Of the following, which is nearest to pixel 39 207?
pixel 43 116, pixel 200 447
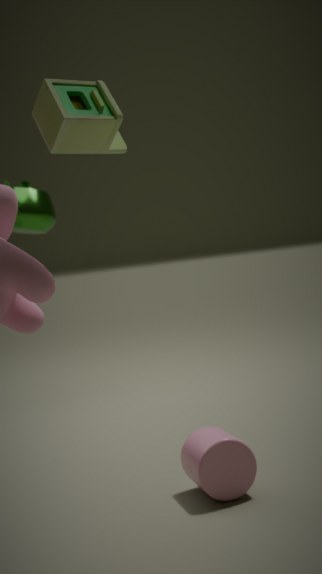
pixel 200 447
